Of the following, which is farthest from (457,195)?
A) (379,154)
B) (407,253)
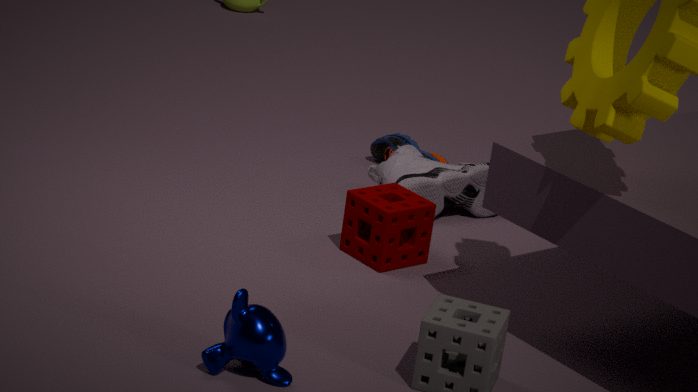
(407,253)
